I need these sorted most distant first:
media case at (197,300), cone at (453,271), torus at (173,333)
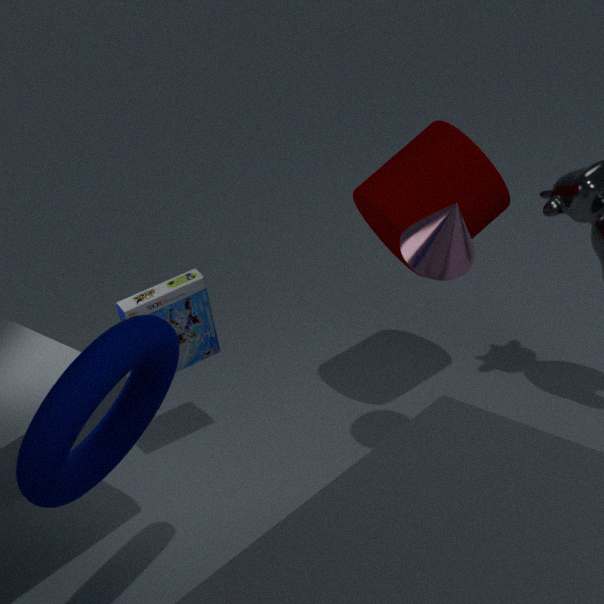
media case at (197,300) → cone at (453,271) → torus at (173,333)
